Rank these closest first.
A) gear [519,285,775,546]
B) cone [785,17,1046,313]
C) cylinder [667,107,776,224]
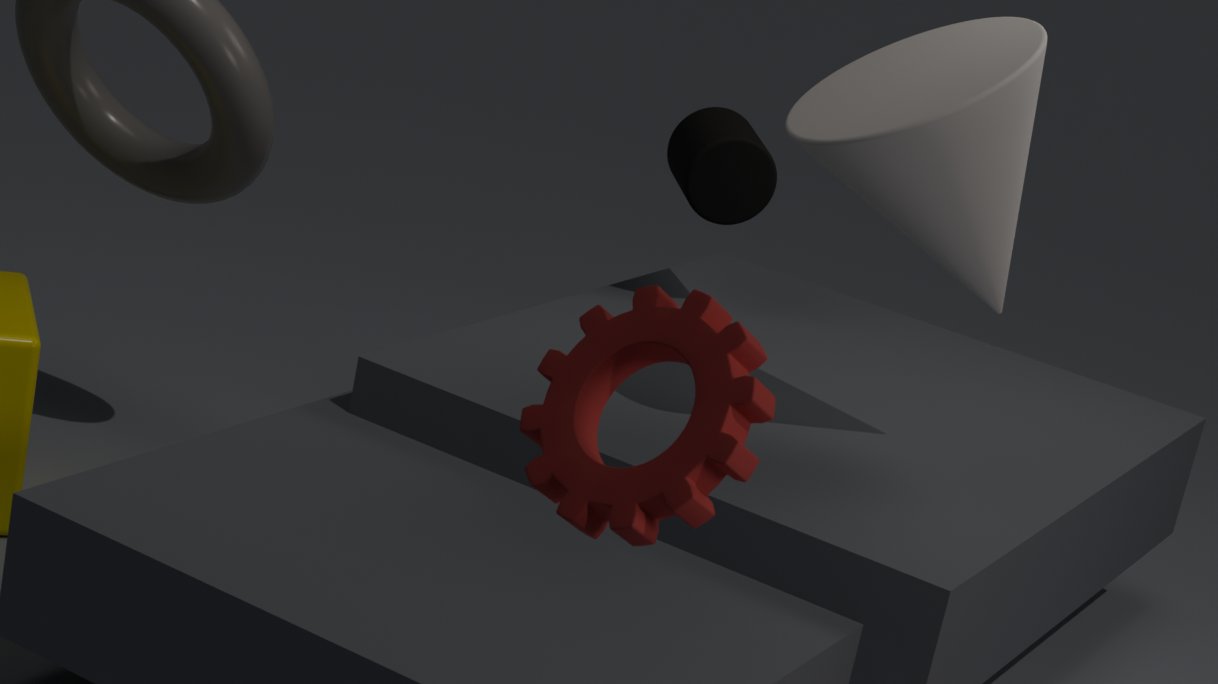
gear [519,285,775,546] < cone [785,17,1046,313] < cylinder [667,107,776,224]
